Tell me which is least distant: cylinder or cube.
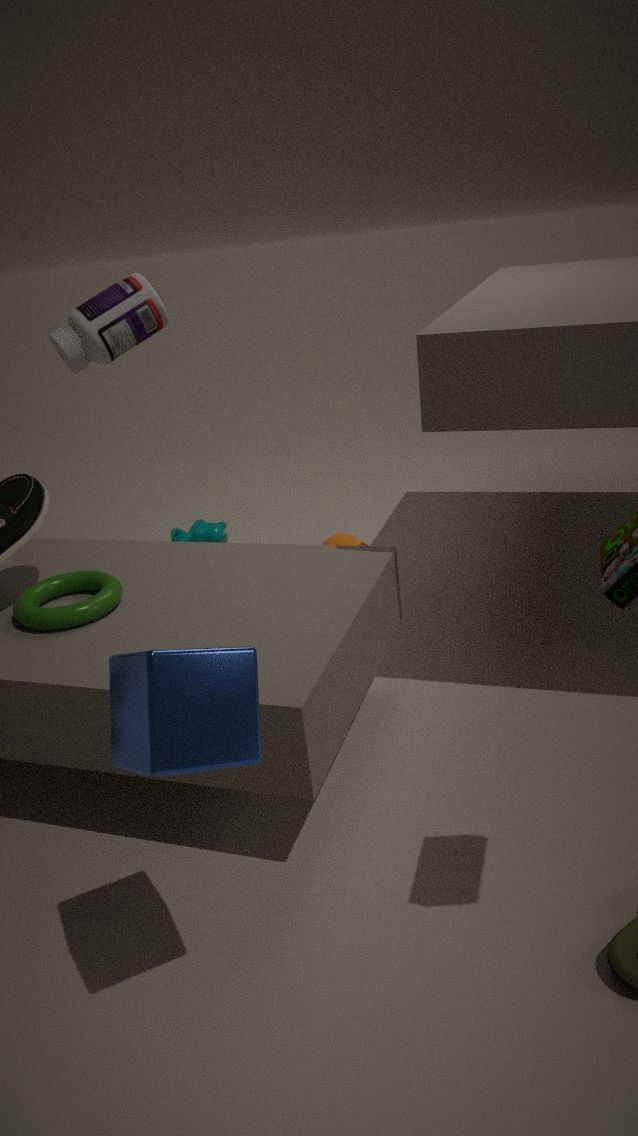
cube
